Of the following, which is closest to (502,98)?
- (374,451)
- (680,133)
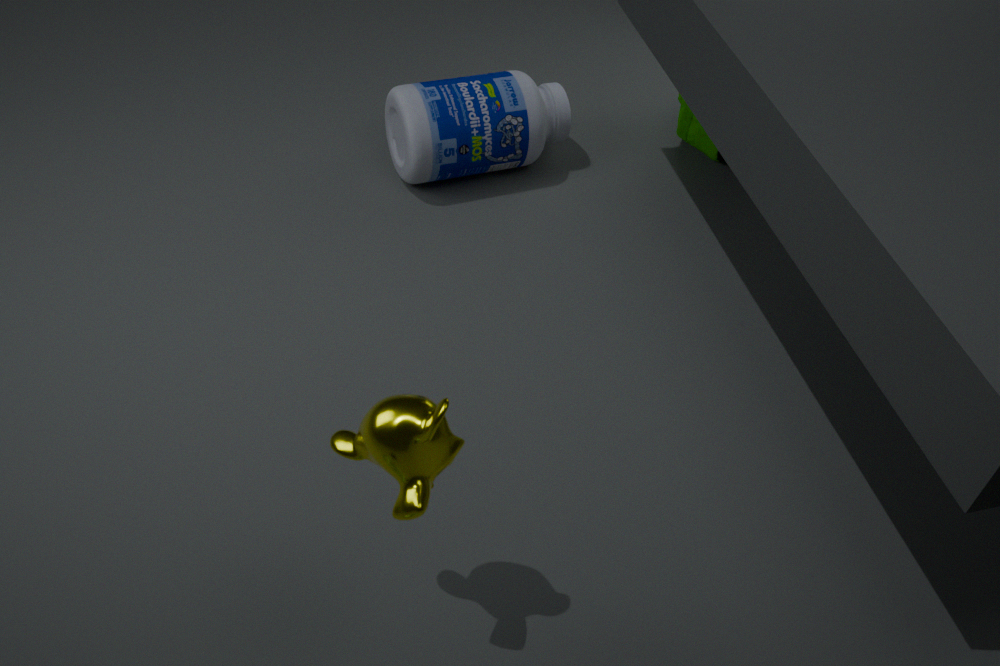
(680,133)
